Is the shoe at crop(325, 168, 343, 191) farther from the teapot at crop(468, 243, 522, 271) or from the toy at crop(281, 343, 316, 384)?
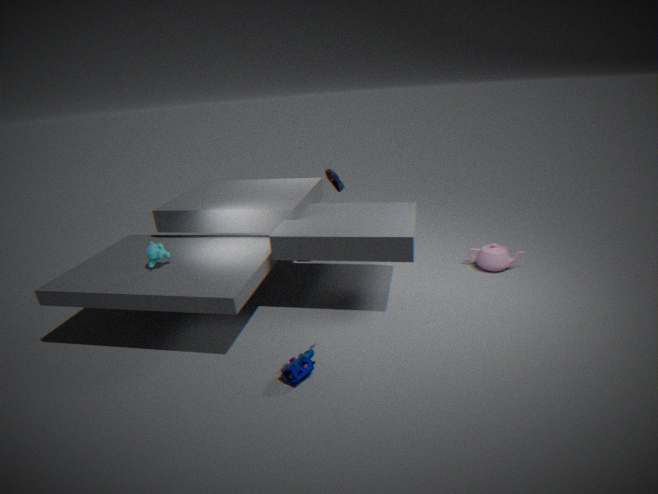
the toy at crop(281, 343, 316, 384)
